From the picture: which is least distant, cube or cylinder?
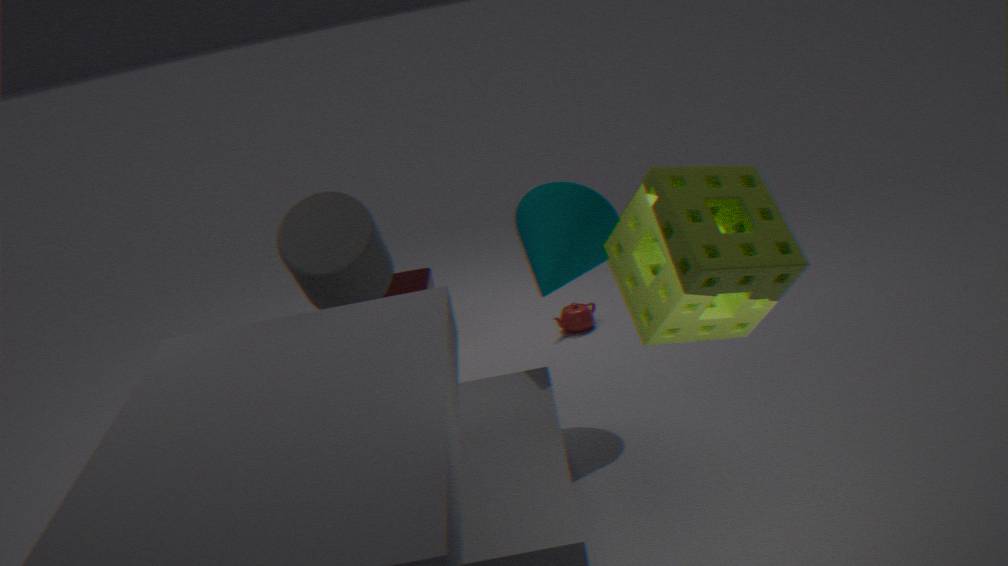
cylinder
